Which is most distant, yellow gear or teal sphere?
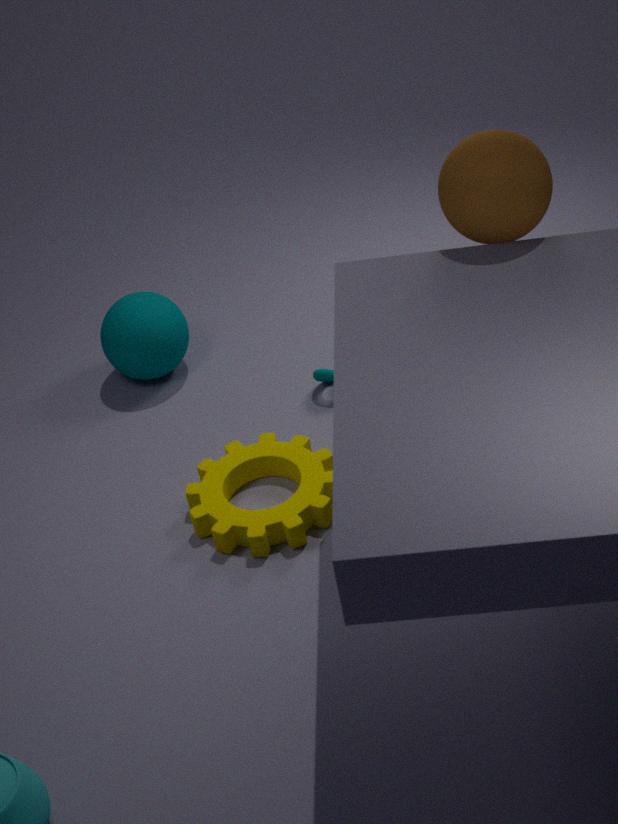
teal sphere
